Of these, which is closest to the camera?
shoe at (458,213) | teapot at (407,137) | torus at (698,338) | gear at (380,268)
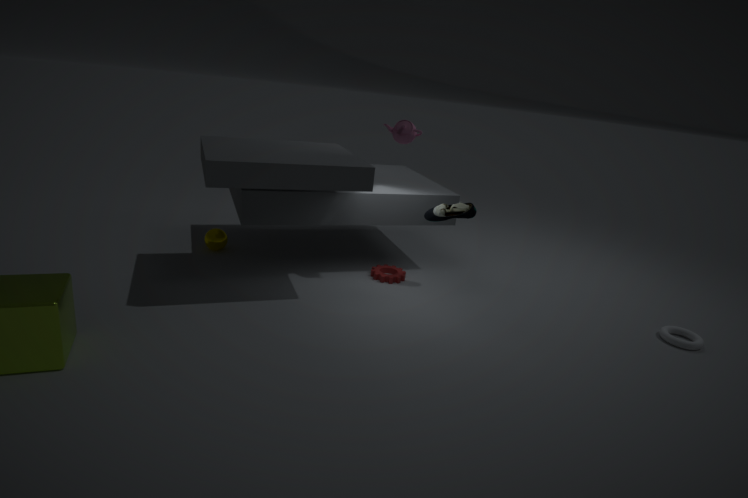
torus at (698,338)
